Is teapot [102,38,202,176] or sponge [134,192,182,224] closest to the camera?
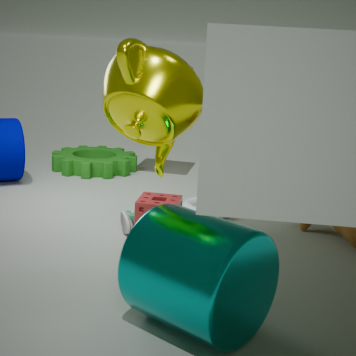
teapot [102,38,202,176]
